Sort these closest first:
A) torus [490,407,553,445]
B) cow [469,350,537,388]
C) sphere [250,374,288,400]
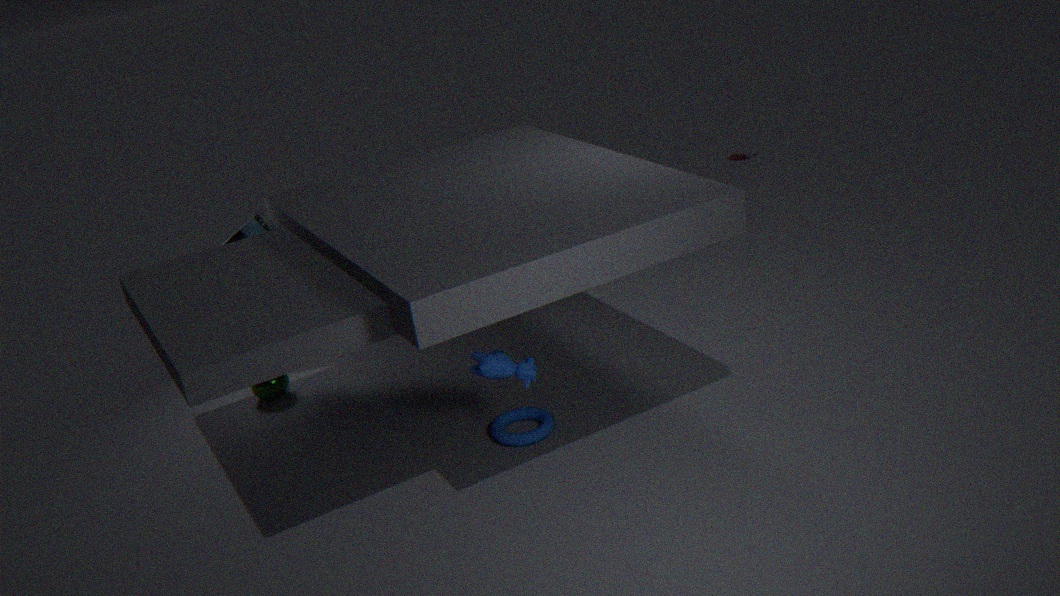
cow [469,350,537,388]
torus [490,407,553,445]
sphere [250,374,288,400]
